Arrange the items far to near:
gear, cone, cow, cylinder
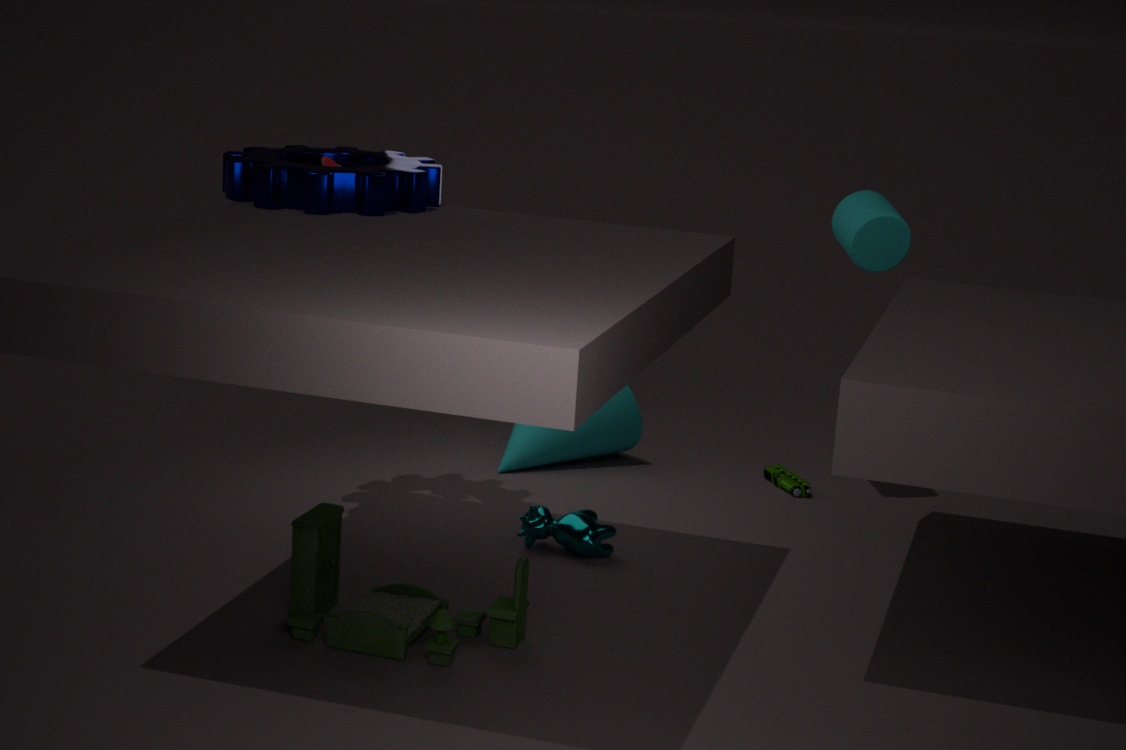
1. cone
2. cylinder
3. cow
4. gear
